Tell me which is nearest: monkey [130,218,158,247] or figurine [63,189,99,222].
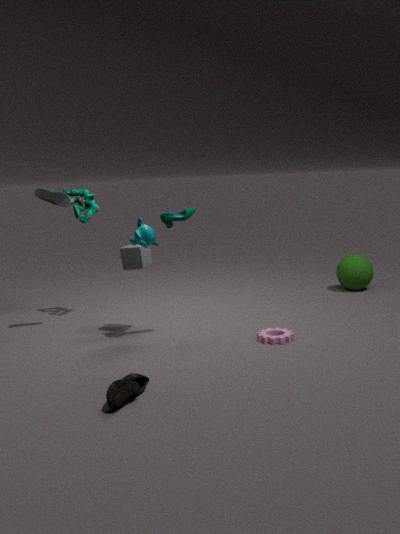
monkey [130,218,158,247]
